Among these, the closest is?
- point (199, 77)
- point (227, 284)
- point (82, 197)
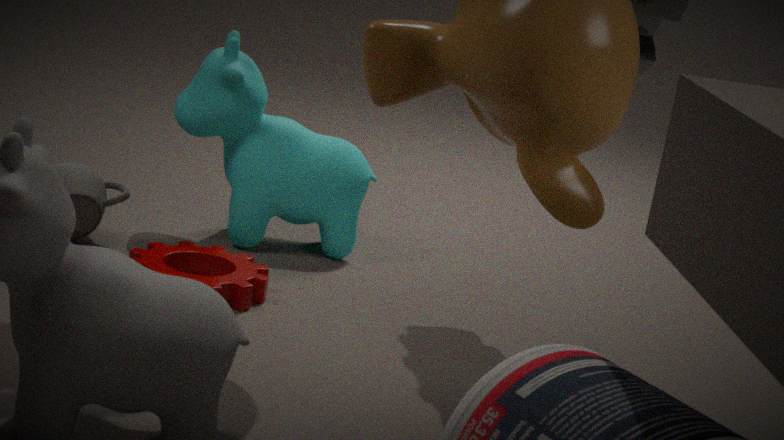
point (227, 284)
